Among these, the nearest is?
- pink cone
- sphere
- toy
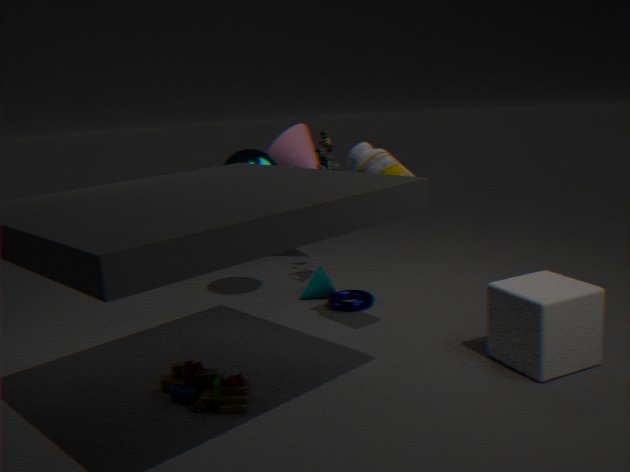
toy
